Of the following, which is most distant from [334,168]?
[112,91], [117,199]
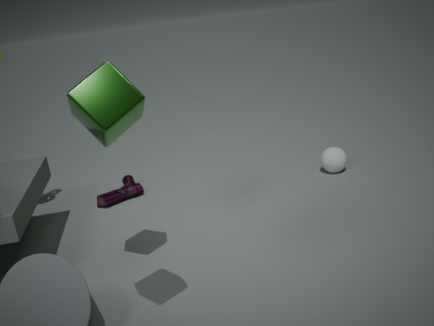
[112,91]
